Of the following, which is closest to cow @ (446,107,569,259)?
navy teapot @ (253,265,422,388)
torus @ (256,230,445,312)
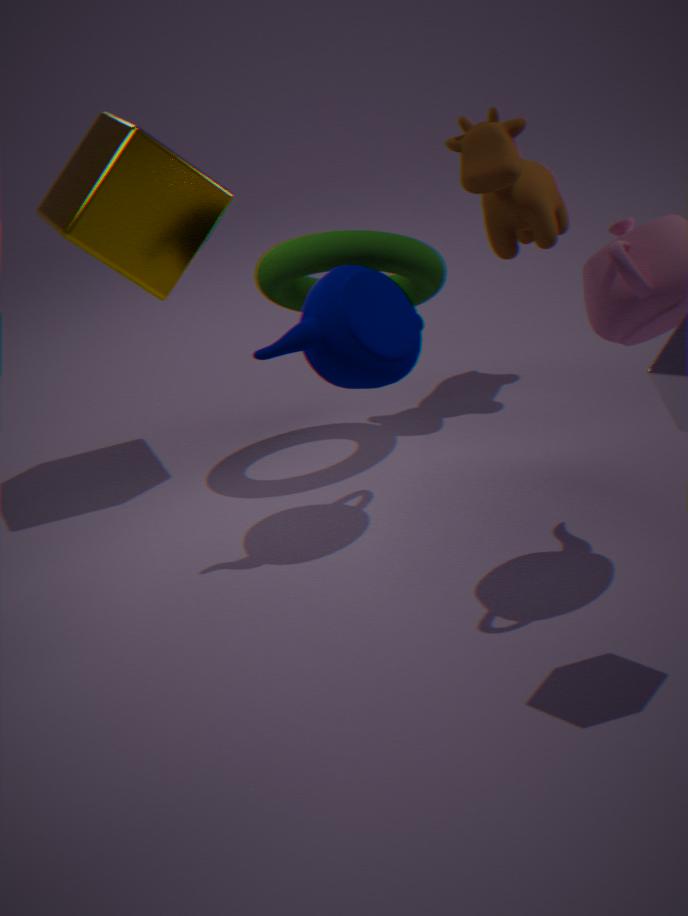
torus @ (256,230,445,312)
